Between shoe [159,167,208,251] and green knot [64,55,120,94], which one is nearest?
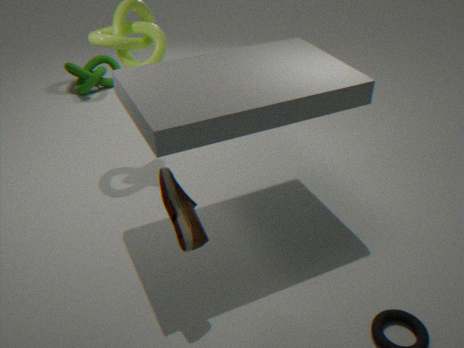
shoe [159,167,208,251]
